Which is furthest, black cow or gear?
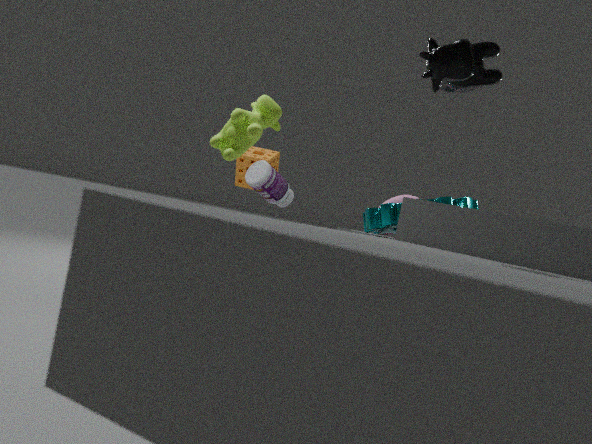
gear
